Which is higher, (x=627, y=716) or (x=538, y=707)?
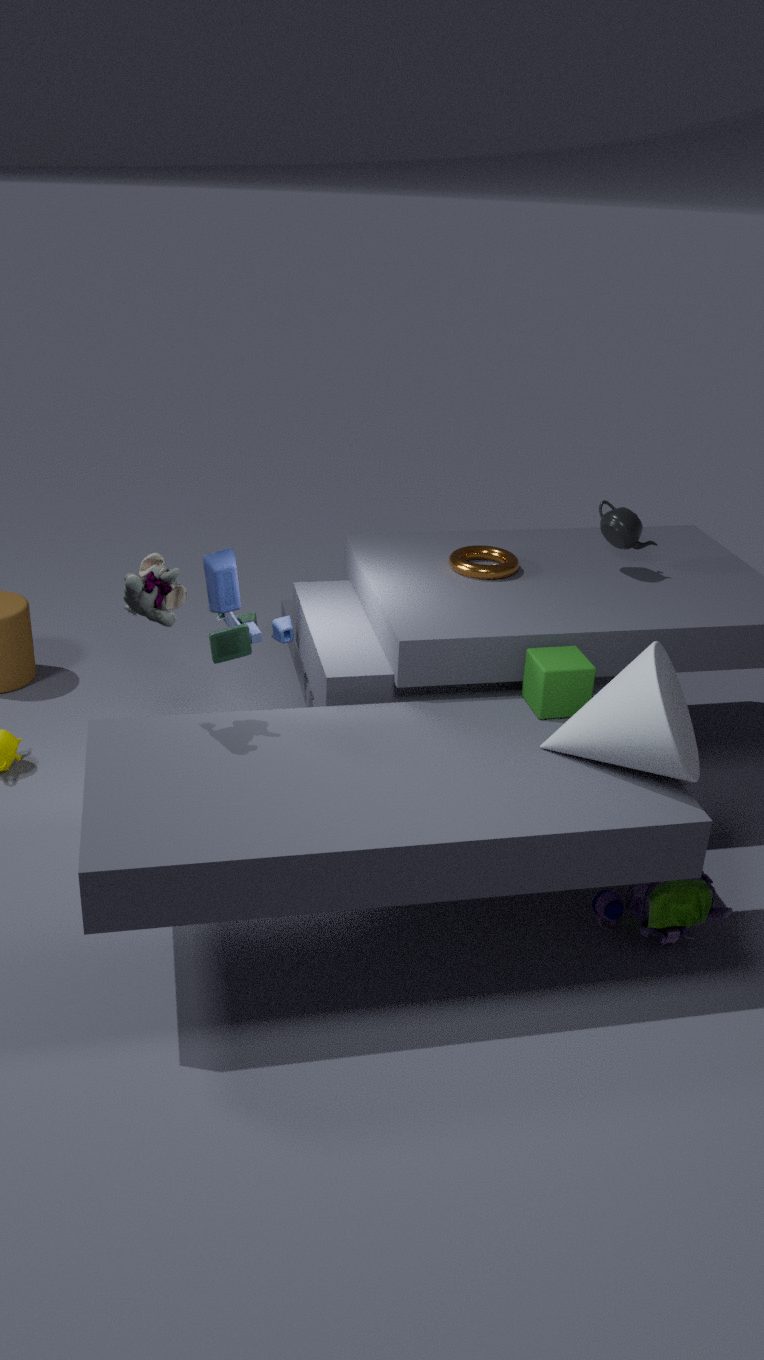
(x=627, y=716)
